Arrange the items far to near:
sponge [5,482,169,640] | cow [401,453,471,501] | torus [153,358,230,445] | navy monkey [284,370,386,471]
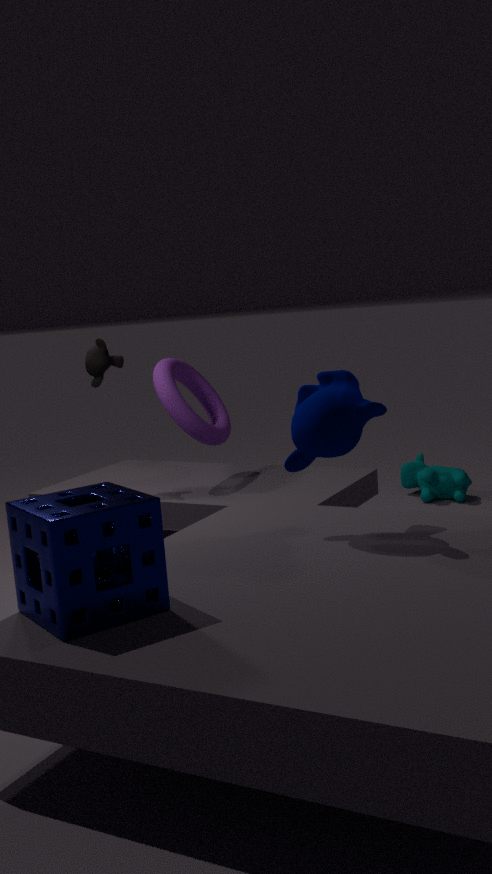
cow [401,453,471,501] < torus [153,358,230,445] < navy monkey [284,370,386,471] < sponge [5,482,169,640]
